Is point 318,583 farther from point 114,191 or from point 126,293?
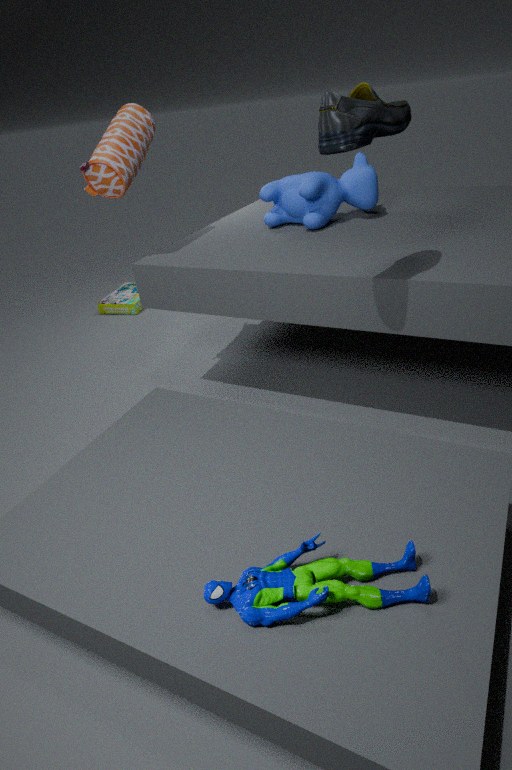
point 126,293
